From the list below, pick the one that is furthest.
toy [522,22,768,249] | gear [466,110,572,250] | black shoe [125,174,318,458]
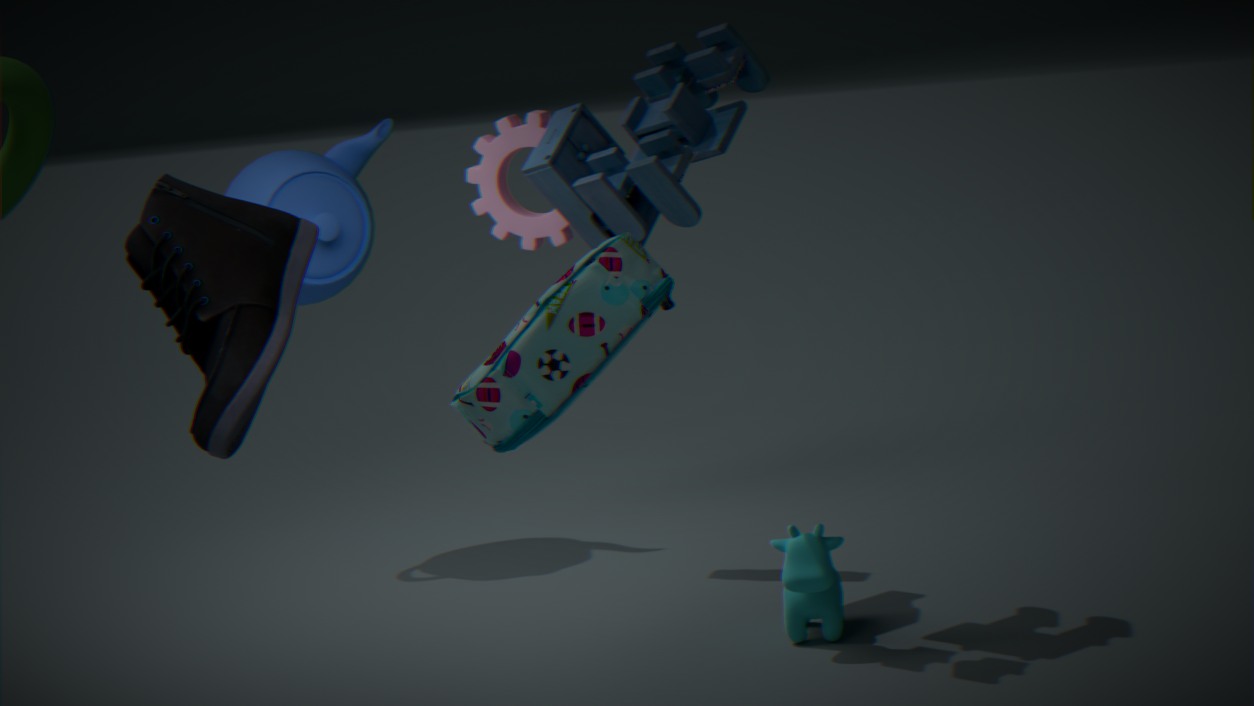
gear [466,110,572,250]
